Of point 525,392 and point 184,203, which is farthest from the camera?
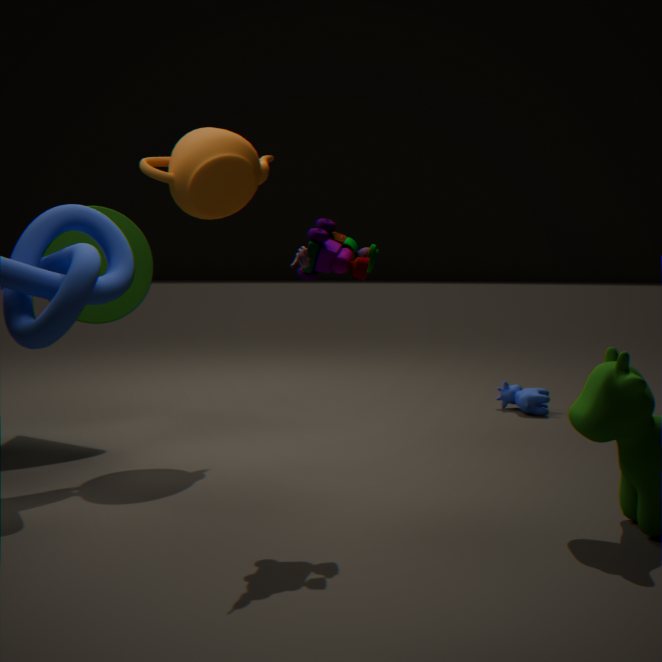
point 525,392
